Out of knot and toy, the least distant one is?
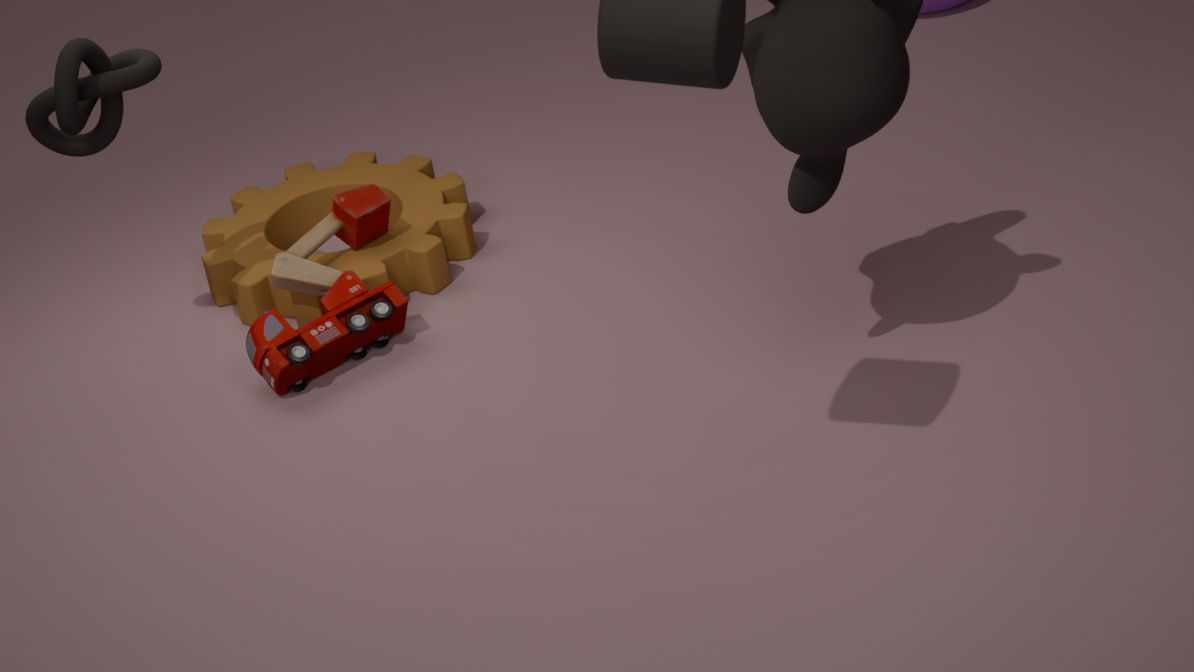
knot
